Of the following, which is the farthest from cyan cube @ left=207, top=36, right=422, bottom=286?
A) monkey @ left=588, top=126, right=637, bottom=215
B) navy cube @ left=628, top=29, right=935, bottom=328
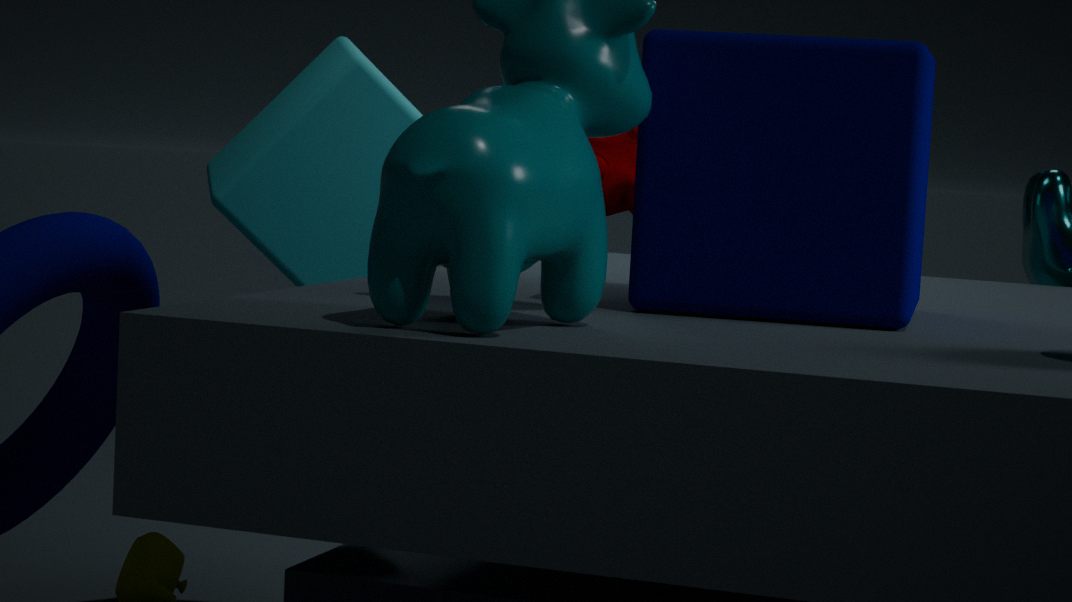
navy cube @ left=628, top=29, right=935, bottom=328
